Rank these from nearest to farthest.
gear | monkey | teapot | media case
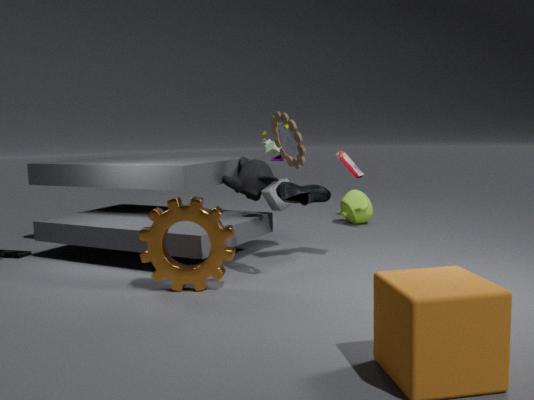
gear
media case
monkey
teapot
